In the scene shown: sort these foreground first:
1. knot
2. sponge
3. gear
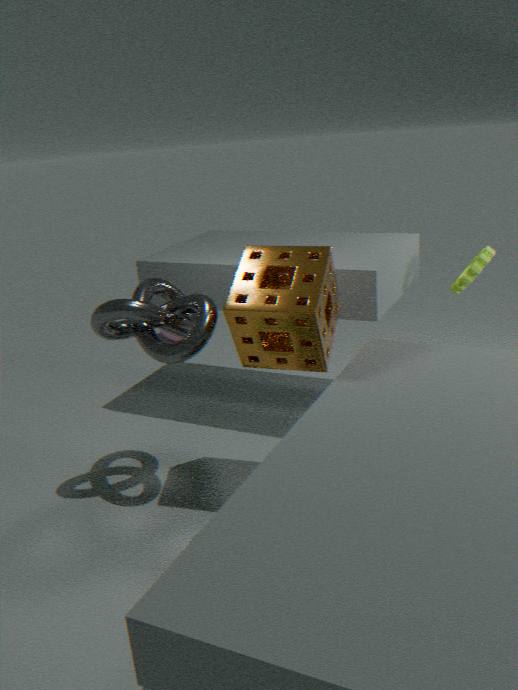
sponge, knot, gear
